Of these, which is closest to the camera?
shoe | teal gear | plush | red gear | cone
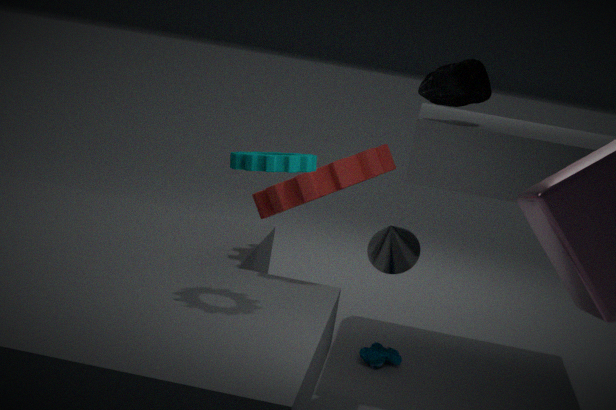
teal gear
